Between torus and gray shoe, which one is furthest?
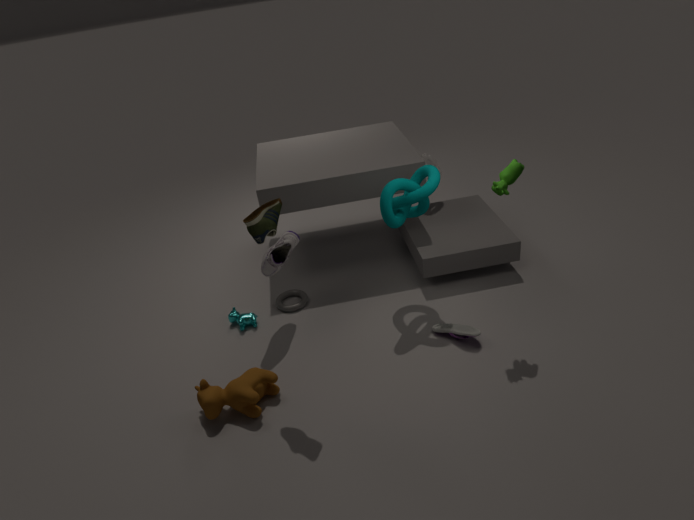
torus
